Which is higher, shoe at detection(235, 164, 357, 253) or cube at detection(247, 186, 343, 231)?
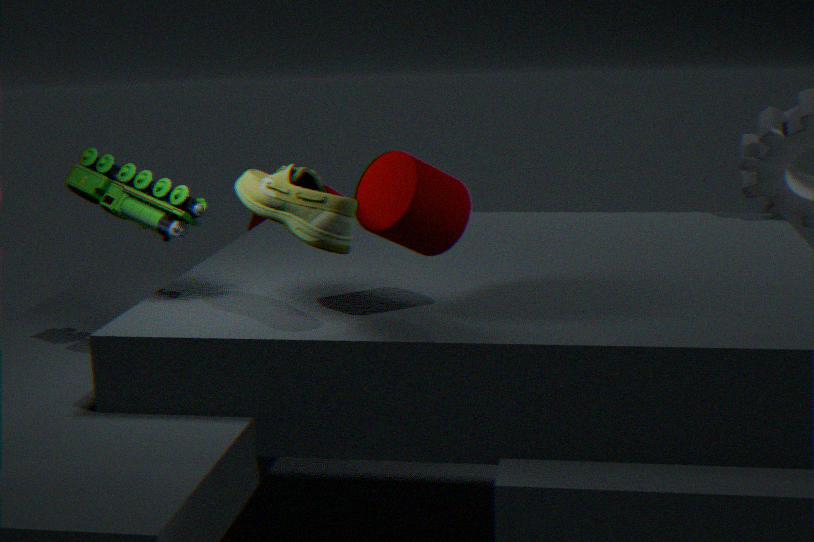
shoe at detection(235, 164, 357, 253)
